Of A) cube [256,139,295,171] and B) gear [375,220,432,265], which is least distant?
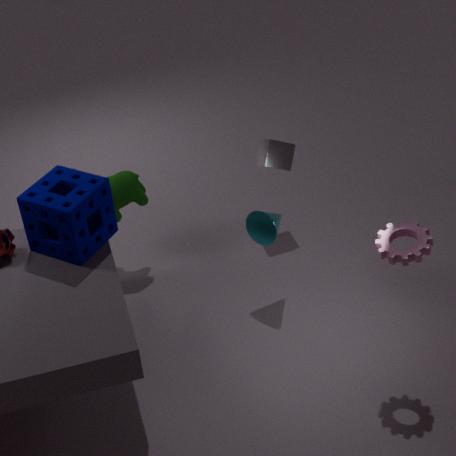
B. gear [375,220,432,265]
